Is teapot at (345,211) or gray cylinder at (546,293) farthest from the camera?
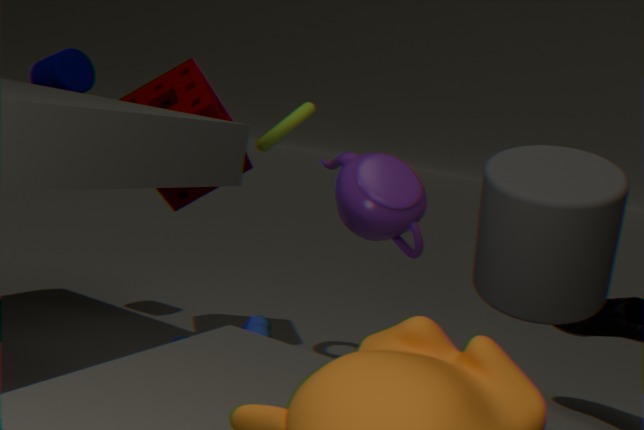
teapot at (345,211)
